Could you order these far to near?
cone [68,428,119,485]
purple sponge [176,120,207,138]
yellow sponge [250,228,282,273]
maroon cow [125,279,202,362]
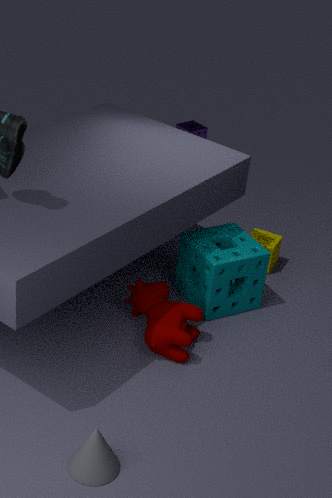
purple sponge [176,120,207,138], yellow sponge [250,228,282,273], maroon cow [125,279,202,362], cone [68,428,119,485]
